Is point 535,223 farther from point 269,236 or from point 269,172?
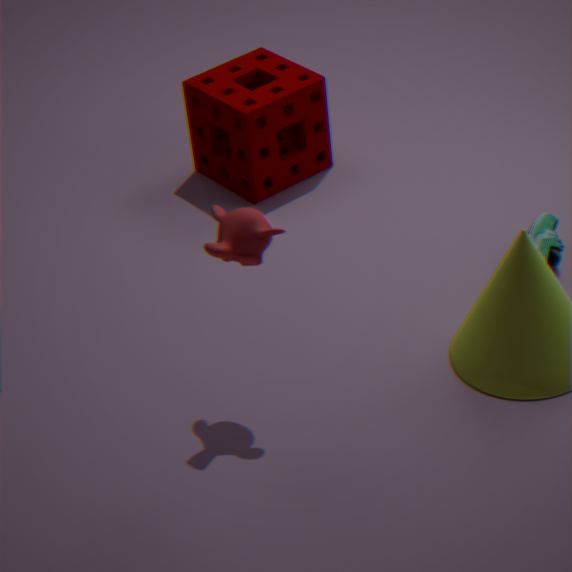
point 269,172
